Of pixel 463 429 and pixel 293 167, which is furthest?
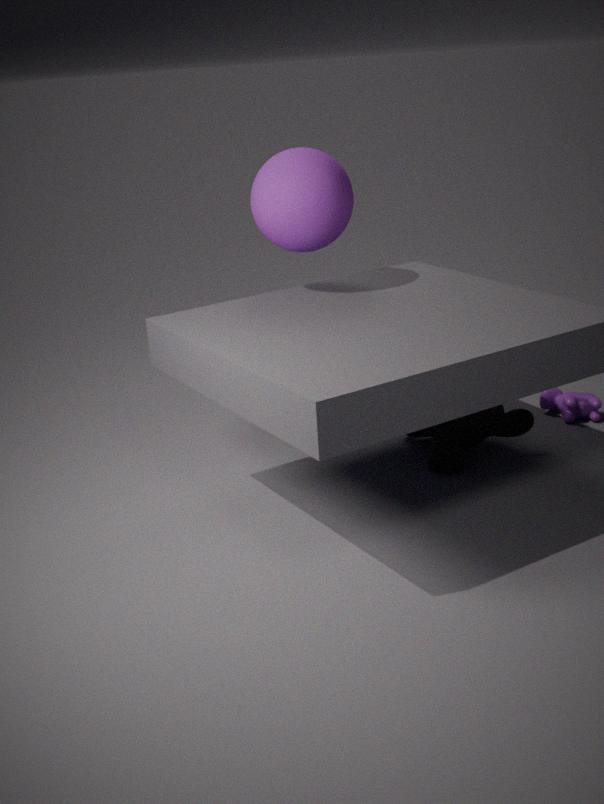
pixel 463 429
